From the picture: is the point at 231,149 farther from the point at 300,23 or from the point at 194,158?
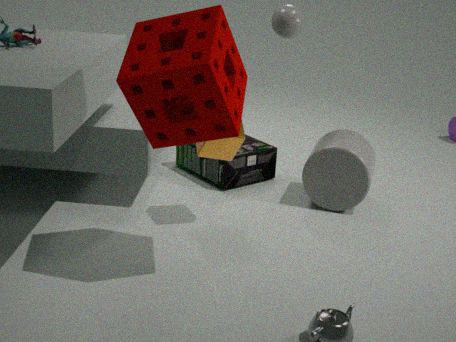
the point at 300,23
